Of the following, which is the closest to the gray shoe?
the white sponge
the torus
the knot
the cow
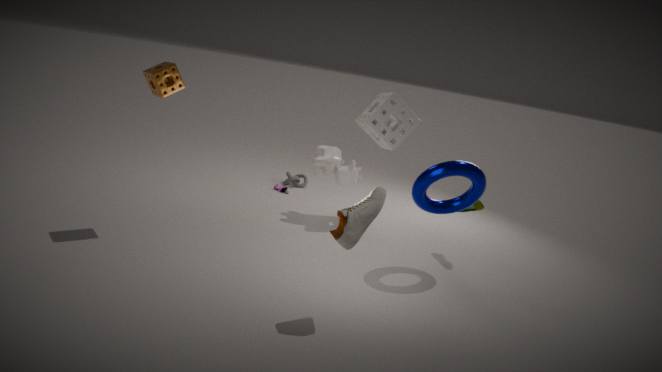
the torus
